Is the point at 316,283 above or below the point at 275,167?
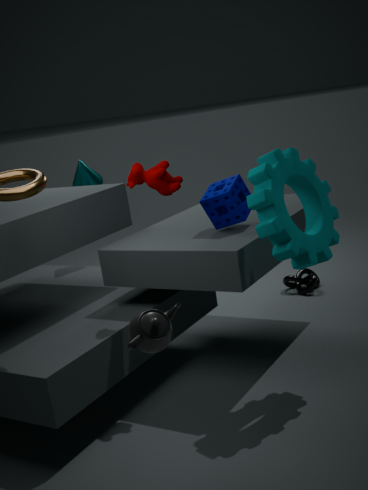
below
